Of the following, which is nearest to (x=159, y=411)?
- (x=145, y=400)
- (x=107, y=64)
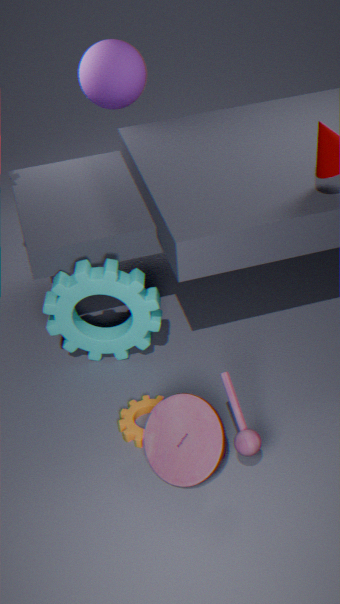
Result: (x=145, y=400)
